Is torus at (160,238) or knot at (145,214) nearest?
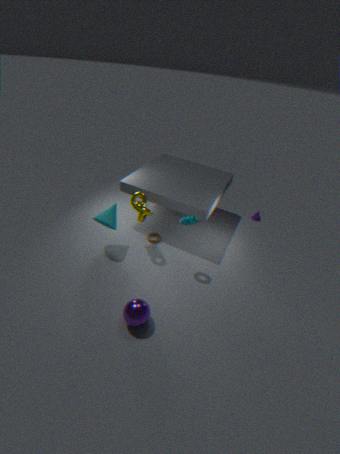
knot at (145,214)
